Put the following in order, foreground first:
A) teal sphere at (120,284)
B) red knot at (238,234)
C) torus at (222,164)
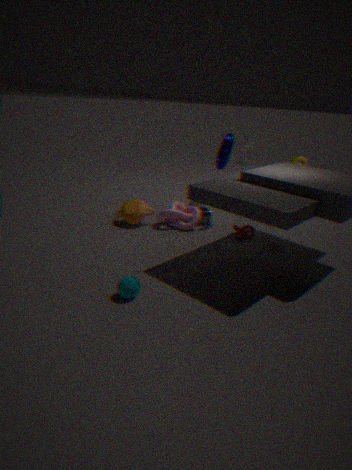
teal sphere at (120,284), red knot at (238,234), torus at (222,164)
